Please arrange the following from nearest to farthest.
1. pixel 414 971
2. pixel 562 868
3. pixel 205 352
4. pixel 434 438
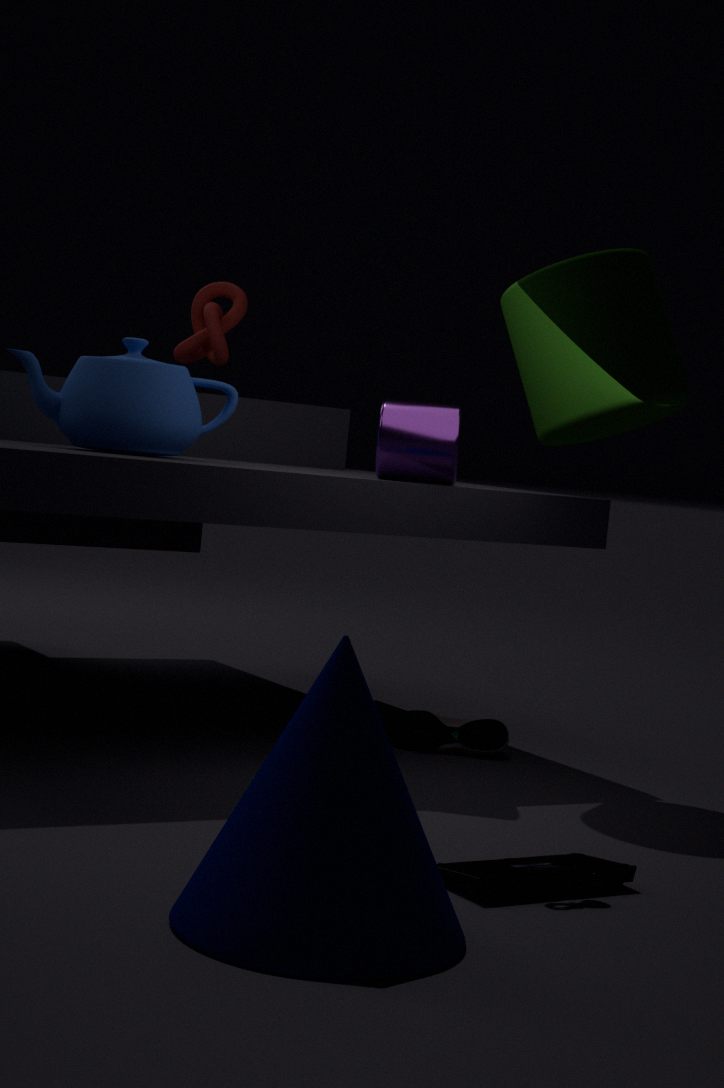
1. pixel 414 971
2. pixel 562 868
3. pixel 434 438
4. pixel 205 352
